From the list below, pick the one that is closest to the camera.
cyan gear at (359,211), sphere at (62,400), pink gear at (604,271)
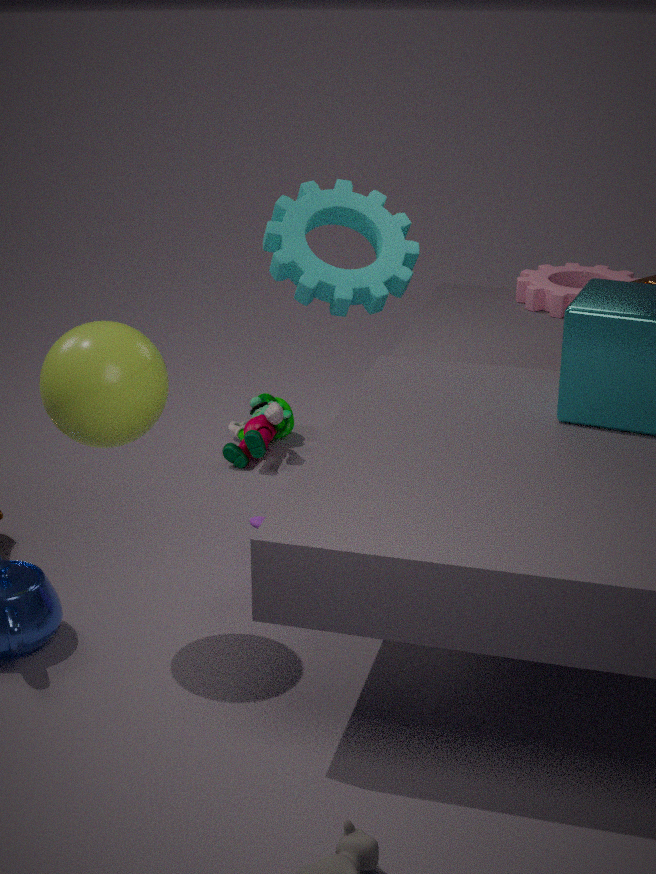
sphere at (62,400)
